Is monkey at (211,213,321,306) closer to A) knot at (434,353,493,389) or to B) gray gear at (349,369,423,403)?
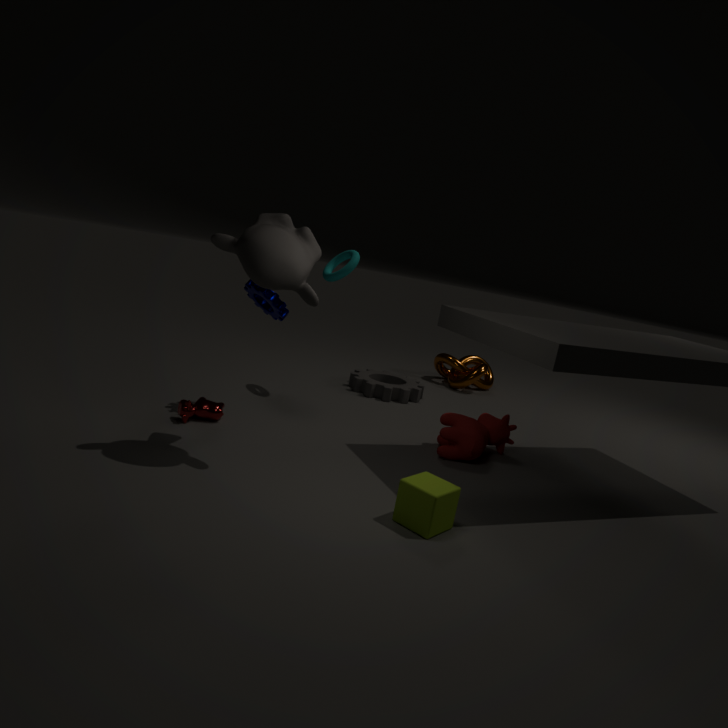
B) gray gear at (349,369,423,403)
